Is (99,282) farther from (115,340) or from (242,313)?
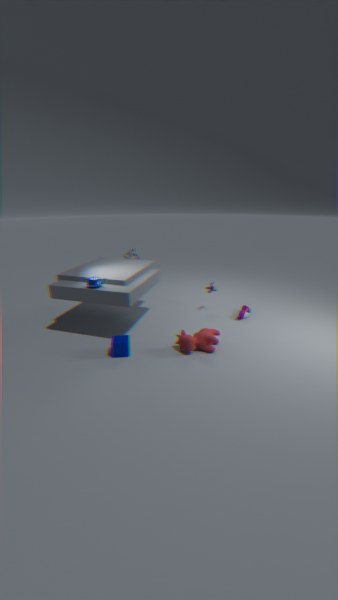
(242,313)
